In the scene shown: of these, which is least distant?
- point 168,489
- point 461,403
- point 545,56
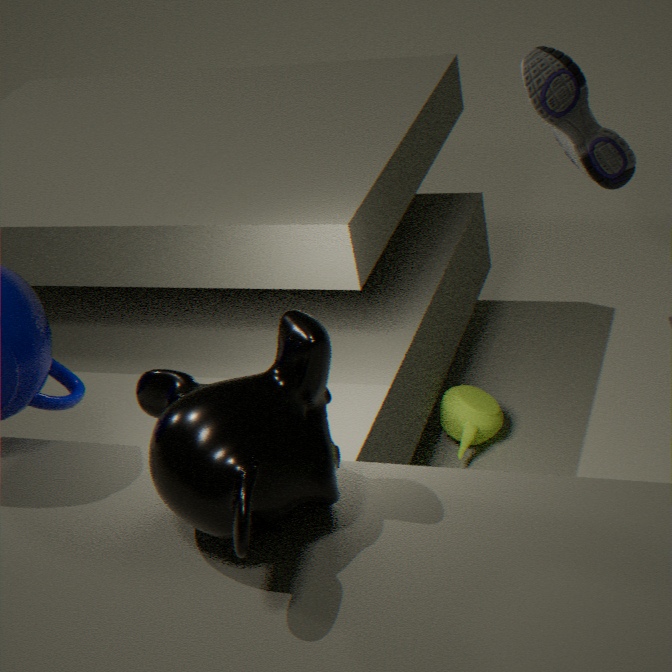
point 168,489
